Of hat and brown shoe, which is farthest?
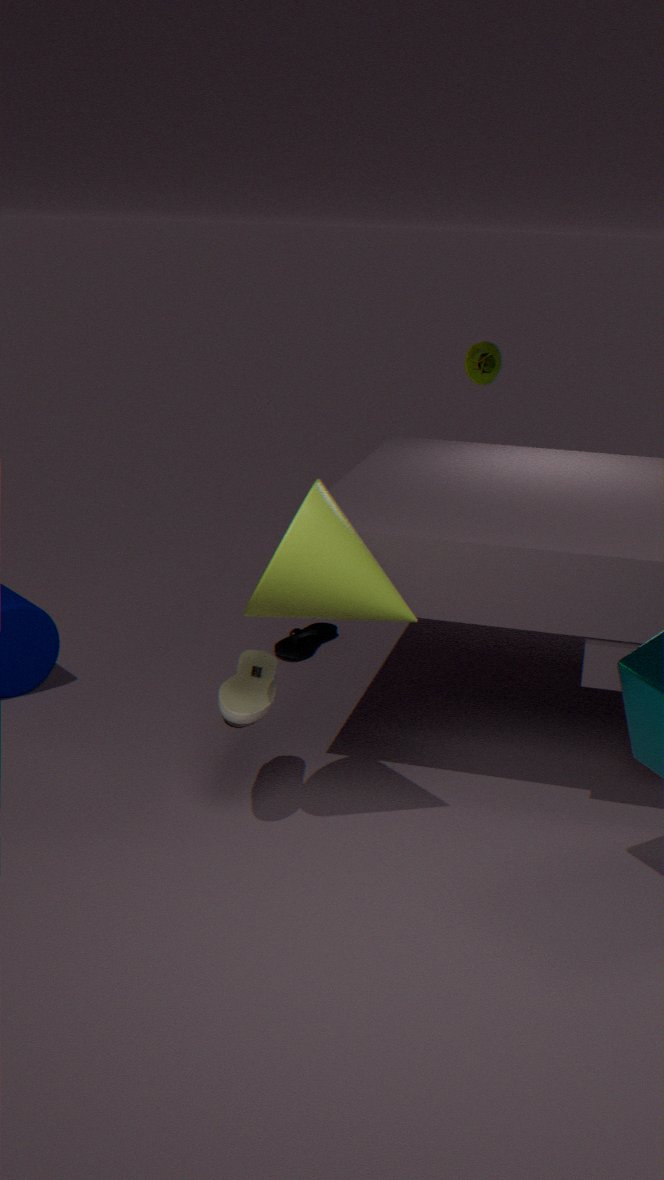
hat
